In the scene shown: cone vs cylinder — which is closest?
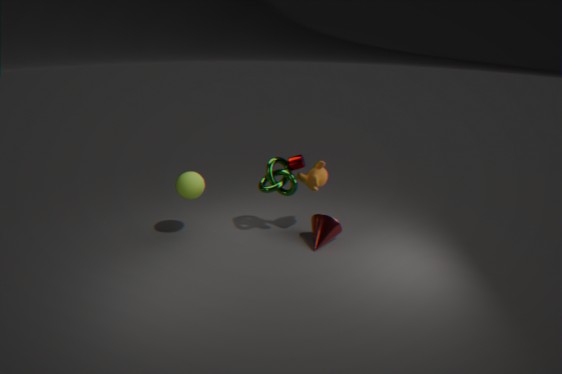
cone
